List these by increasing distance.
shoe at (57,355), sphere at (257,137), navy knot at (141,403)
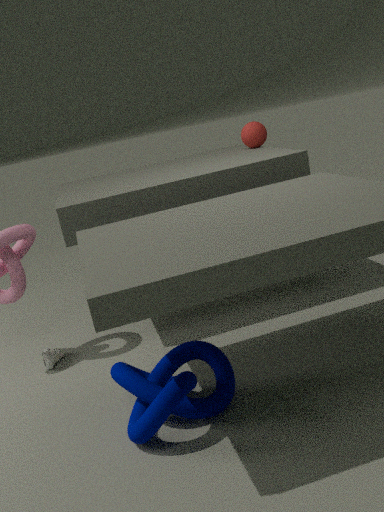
1. navy knot at (141,403)
2. shoe at (57,355)
3. sphere at (257,137)
